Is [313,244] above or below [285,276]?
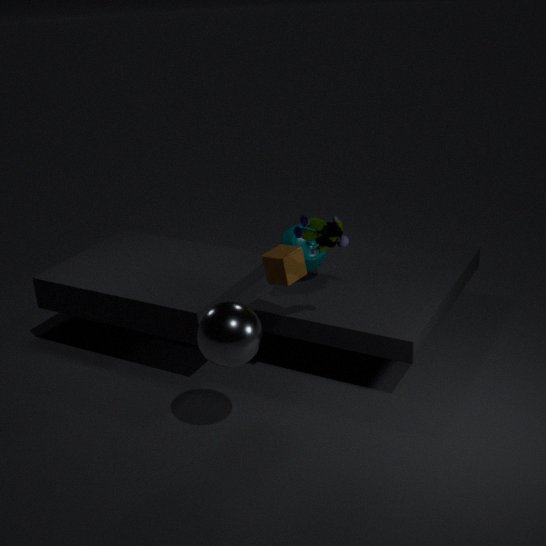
below
